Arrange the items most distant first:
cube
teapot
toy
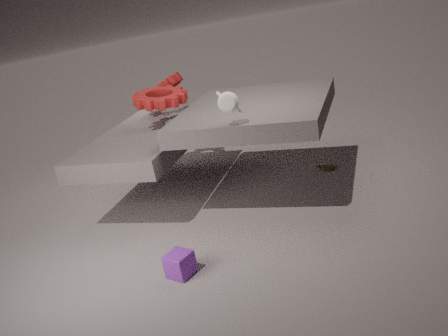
toy
teapot
cube
